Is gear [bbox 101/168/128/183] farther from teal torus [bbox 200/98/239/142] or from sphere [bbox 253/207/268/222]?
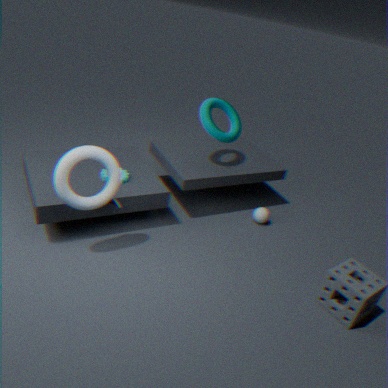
sphere [bbox 253/207/268/222]
